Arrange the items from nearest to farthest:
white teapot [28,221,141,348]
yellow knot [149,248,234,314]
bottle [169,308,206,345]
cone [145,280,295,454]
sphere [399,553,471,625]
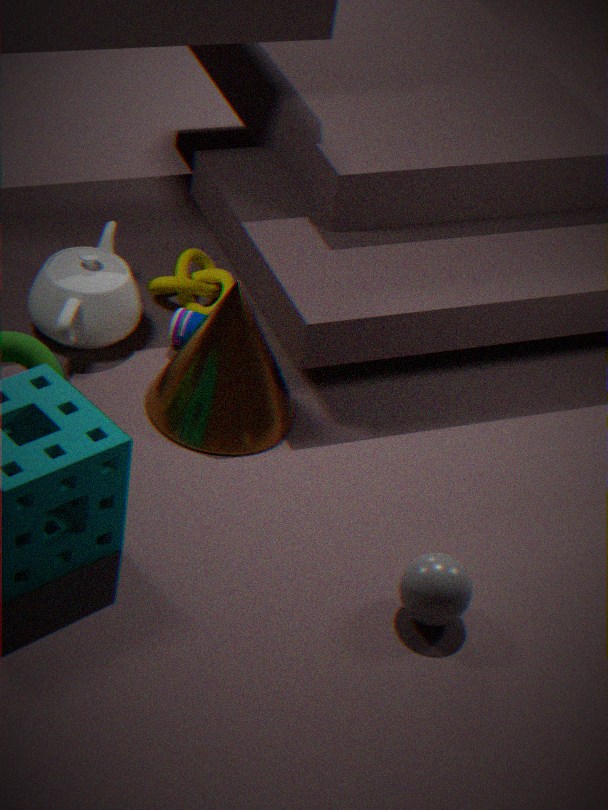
1. sphere [399,553,471,625]
2. cone [145,280,295,454]
3. white teapot [28,221,141,348]
4. bottle [169,308,206,345]
5. yellow knot [149,248,234,314]
